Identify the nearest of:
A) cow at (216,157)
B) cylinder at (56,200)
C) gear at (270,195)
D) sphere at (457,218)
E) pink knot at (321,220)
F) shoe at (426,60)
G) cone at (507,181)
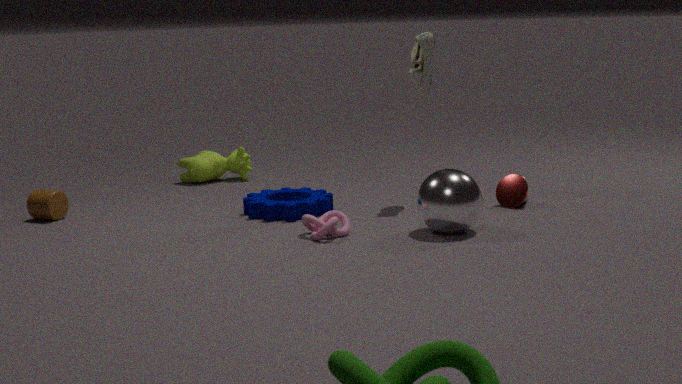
sphere at (457,218)
